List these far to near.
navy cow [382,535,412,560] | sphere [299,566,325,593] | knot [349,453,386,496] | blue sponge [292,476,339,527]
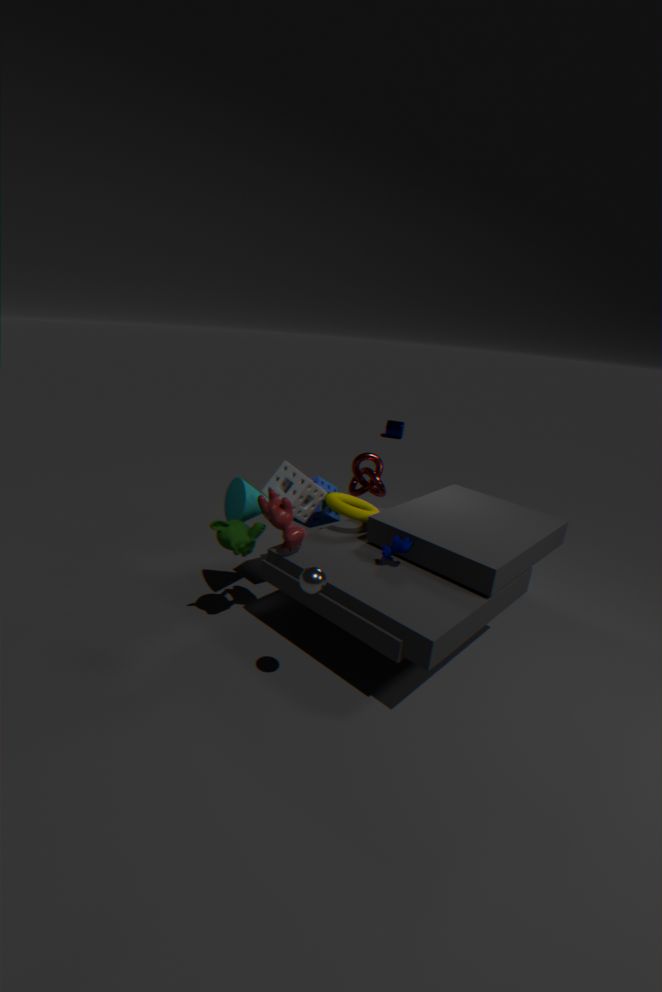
knot [349,453,386,496], blue sponge [292,476,339,527], navy cow [382,535,412,560], sphere [299,566,325,593]
